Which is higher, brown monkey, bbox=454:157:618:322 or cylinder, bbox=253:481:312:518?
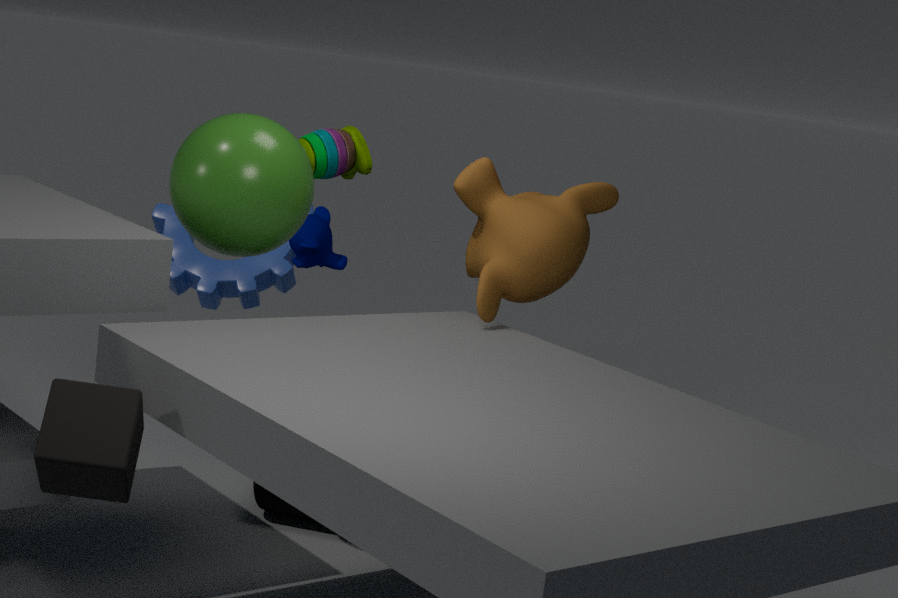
brown monkey, bbox=454:157:618:322
